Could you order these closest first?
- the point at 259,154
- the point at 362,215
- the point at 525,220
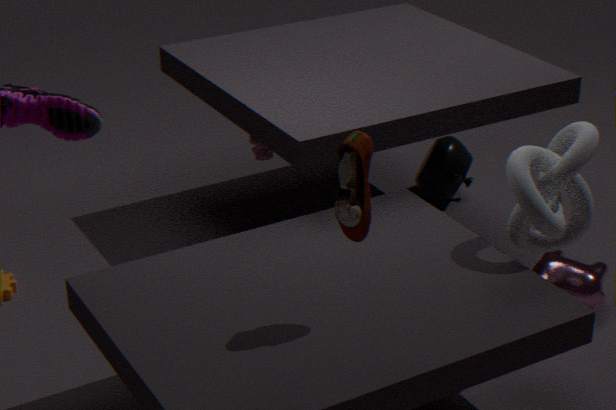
the point at 362,215 → the point at 525,220 → the point at 259,154
